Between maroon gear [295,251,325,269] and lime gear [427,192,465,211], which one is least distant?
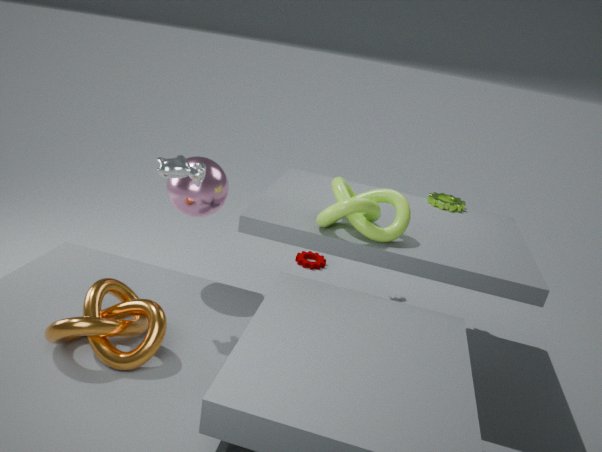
lime gear [427,192,465,211]
